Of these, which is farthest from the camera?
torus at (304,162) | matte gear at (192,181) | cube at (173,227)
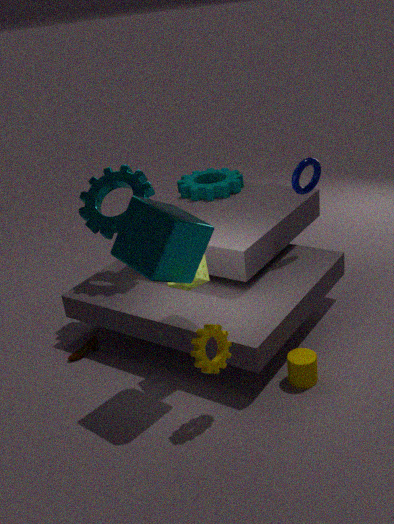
matte gear at (192,181)
